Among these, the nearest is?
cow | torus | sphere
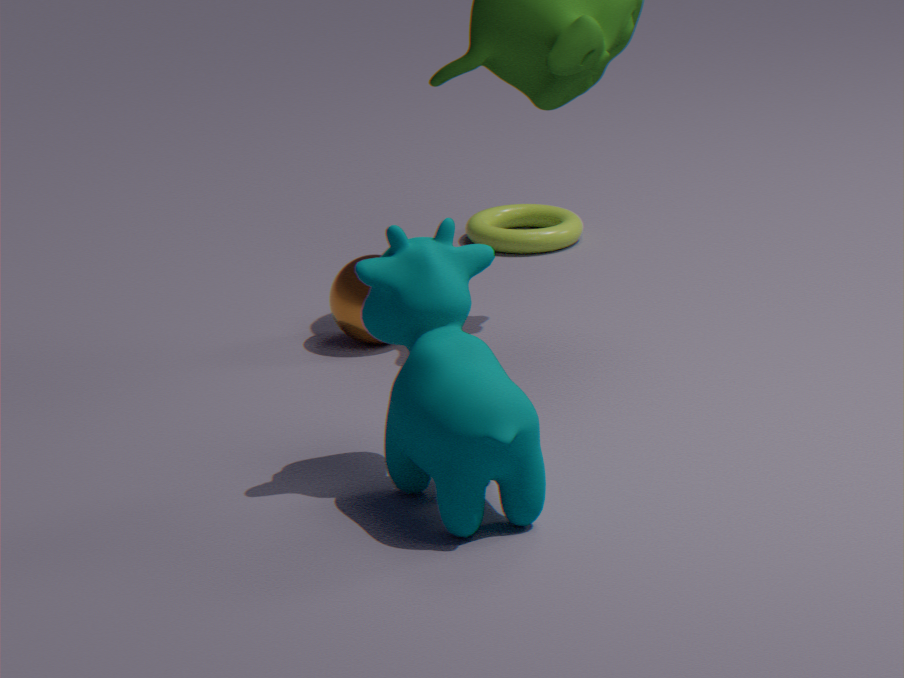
cow
